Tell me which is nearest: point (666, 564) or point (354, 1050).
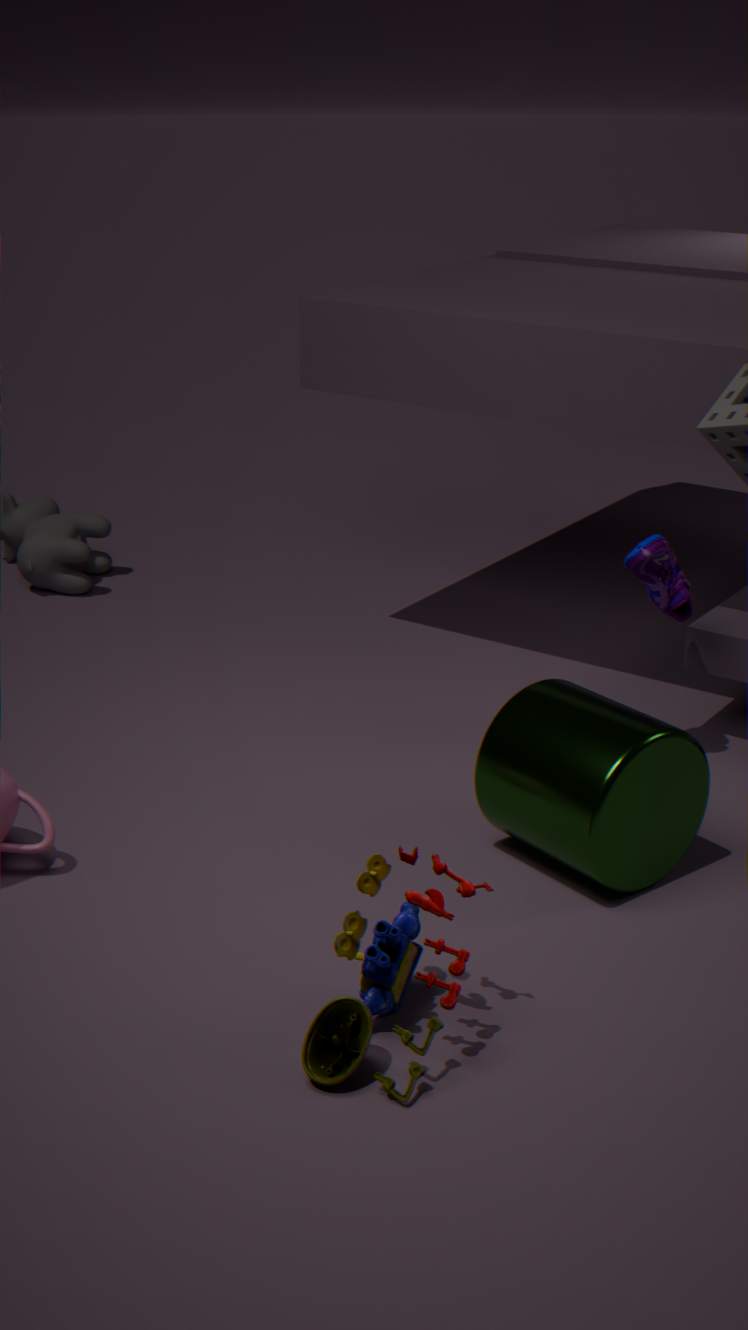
point (354, 1050)
